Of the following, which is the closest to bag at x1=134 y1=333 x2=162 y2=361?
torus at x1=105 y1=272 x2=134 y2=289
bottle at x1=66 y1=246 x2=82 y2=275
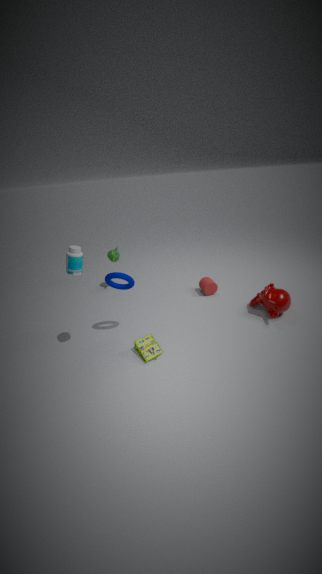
torus at x1=105 y1=272 x2=134 y2=289
